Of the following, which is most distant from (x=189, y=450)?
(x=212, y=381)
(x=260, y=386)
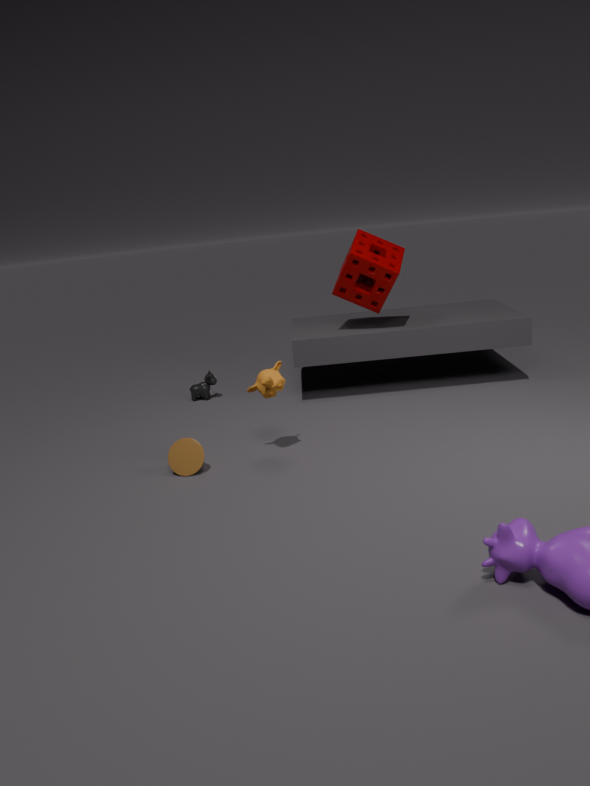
(x=212, y=381)
